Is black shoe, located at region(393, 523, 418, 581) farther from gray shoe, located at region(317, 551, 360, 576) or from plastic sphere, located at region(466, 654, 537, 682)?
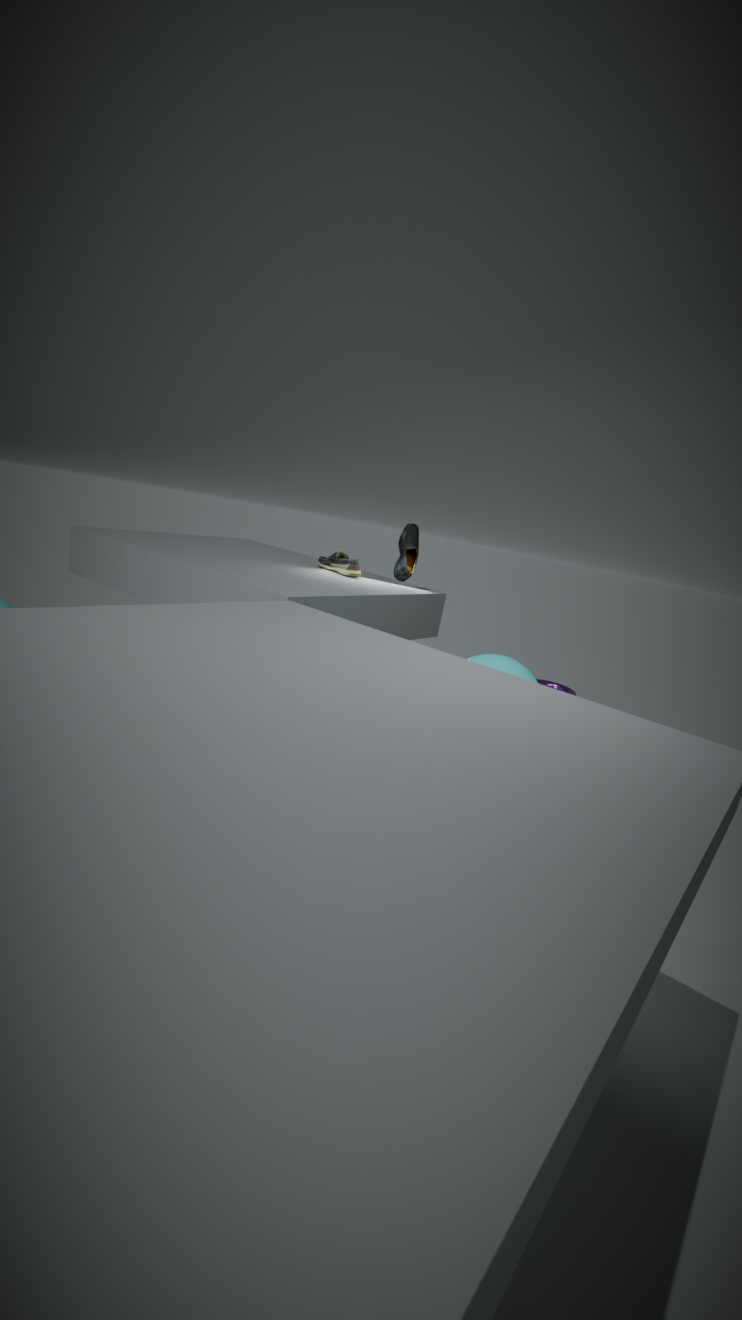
plastic sphere, located at region(466, 654, 537, 682)
